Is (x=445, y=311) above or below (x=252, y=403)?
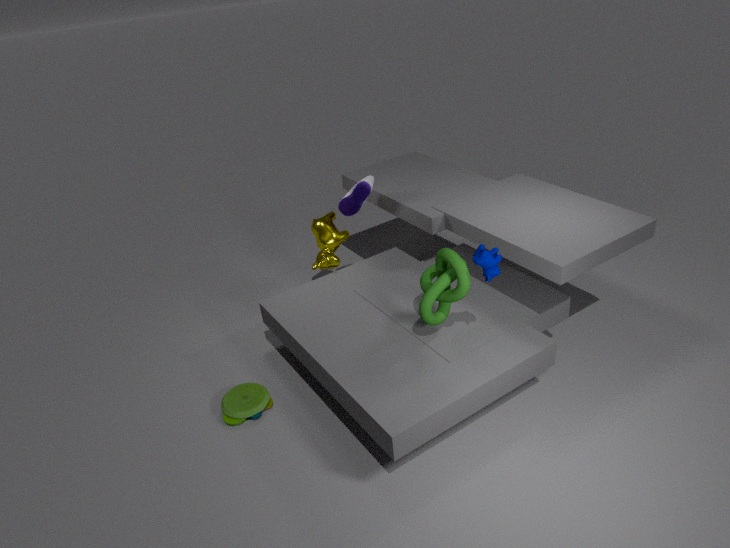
above
